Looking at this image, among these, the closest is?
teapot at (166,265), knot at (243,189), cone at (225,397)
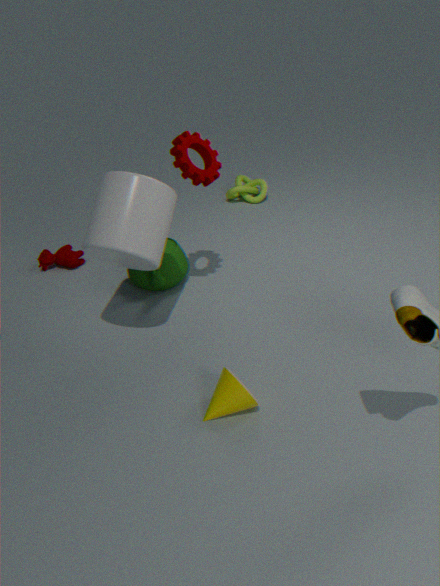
cone at (225,397)
